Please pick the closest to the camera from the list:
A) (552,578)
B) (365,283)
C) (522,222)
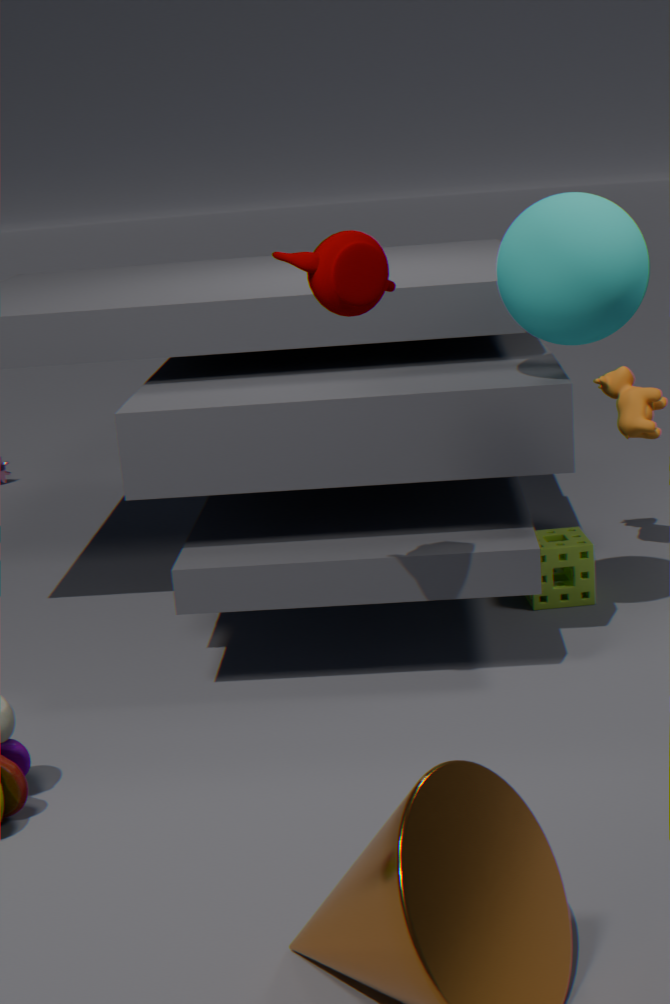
(365,283)
